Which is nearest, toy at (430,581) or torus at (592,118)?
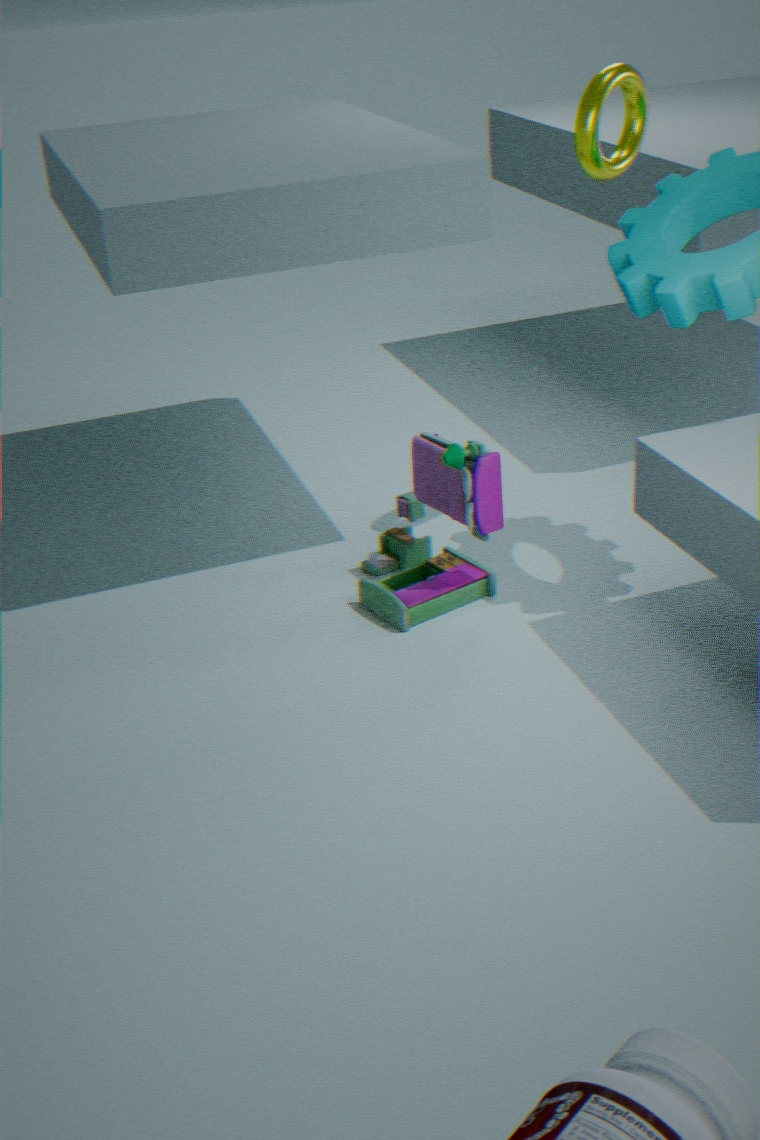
torus at (592,118)
